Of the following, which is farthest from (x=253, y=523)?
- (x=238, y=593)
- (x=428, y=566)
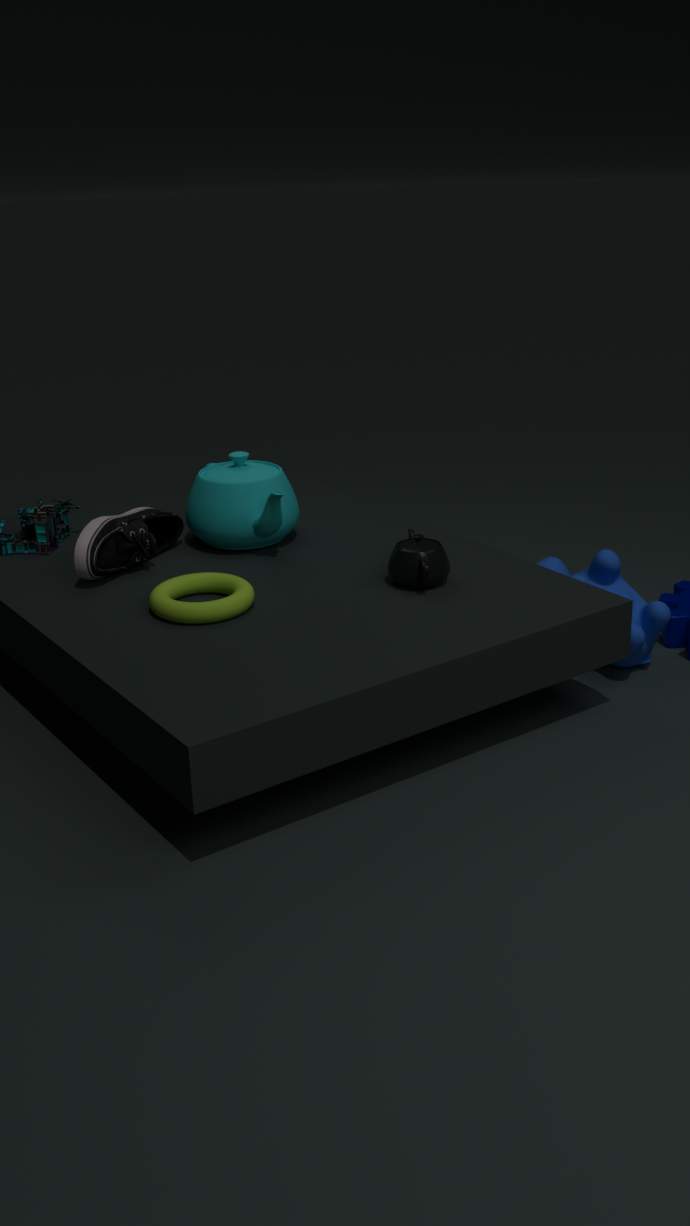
(x=428, y=566)
